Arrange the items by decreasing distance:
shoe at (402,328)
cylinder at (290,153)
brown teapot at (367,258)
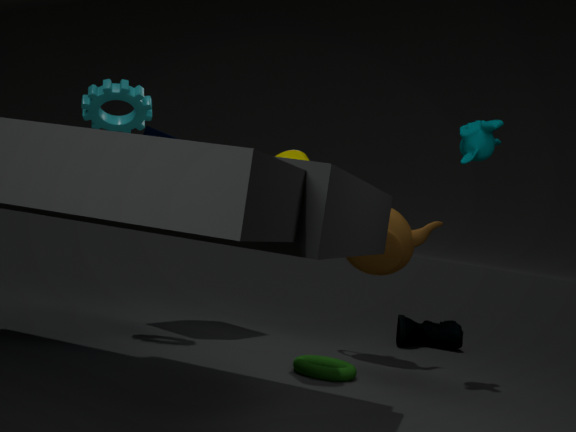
shoe at (402,328) → brown teapot at (367,258) → cylinder at (290,153)
